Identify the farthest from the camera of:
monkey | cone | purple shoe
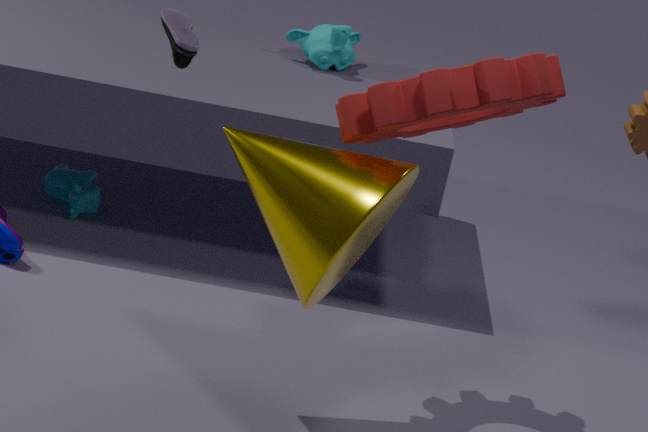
monkey
